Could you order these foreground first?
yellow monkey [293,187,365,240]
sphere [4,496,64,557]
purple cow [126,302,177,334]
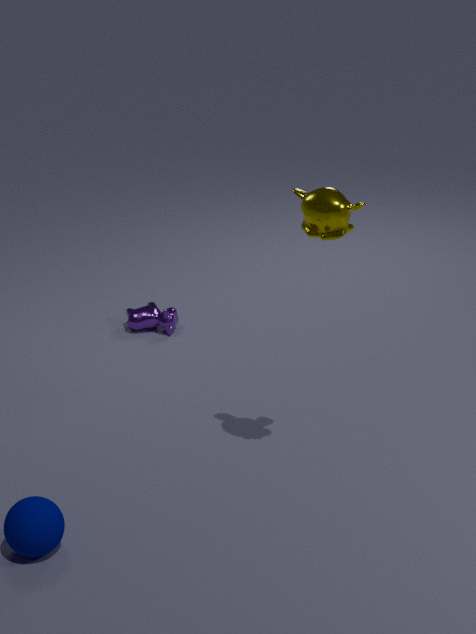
yellow monkey [293,187,365,240] → sphere [4,496,64,557] → purple cow [126,302,177,334]
